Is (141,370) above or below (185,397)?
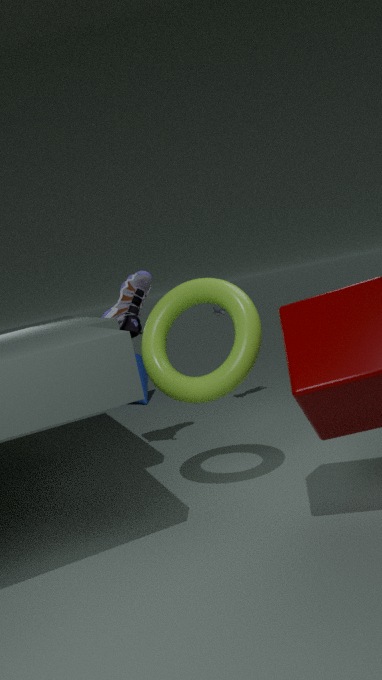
below
